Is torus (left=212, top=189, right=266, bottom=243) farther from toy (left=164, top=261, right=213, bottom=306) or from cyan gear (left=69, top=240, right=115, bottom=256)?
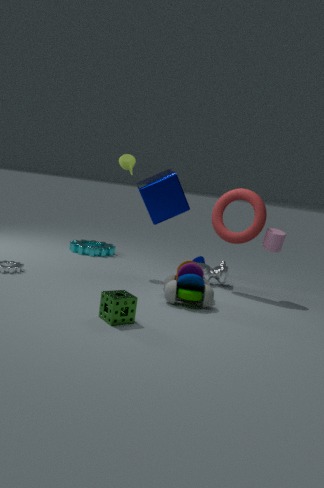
cyan gear (left=69, top=240, right=115, bottom=256)
